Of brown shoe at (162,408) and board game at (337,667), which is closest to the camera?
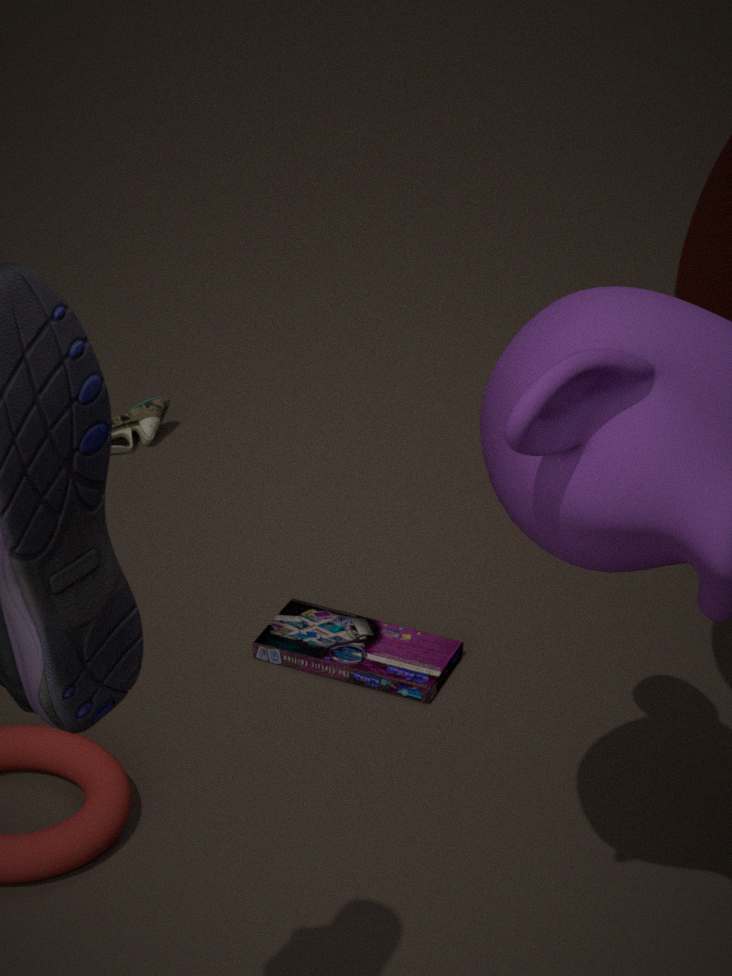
board game at (337,667)
